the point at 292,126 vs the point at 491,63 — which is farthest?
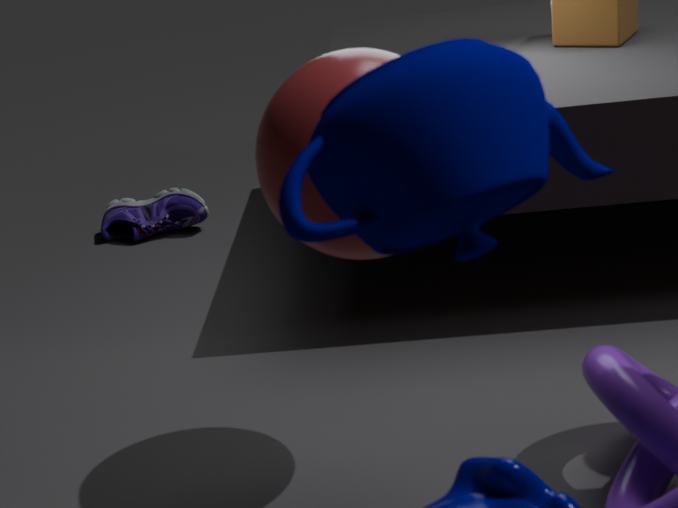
the point at 292,126
